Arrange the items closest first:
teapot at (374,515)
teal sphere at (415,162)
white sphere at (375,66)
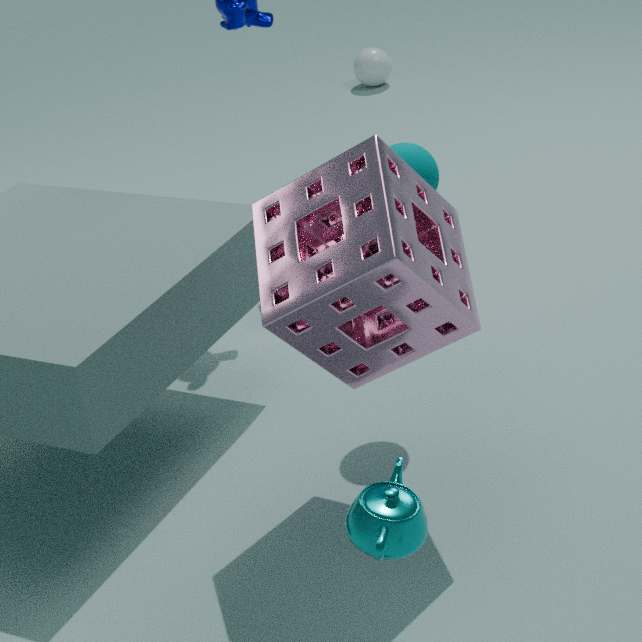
teapot at (374,515), teal sphere at (415,162), white sphere at (375,66)
